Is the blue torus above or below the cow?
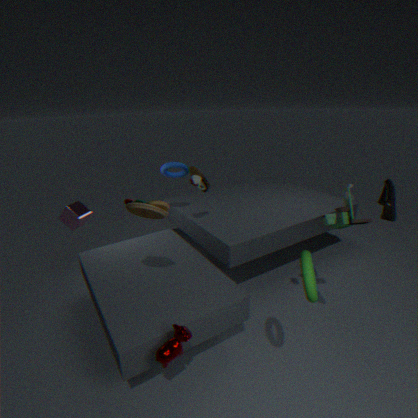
above
